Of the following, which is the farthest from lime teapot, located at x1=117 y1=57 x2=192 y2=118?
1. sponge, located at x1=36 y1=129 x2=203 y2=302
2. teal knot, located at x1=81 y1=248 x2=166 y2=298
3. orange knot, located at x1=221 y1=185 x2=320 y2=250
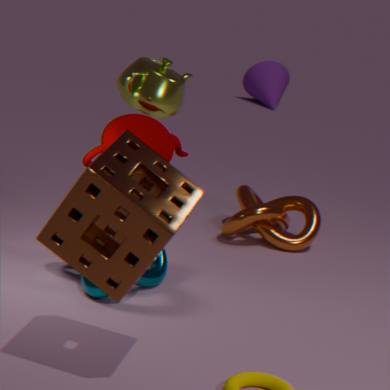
sponge, located at x1=36 y1=129 x2=203 y2=302
